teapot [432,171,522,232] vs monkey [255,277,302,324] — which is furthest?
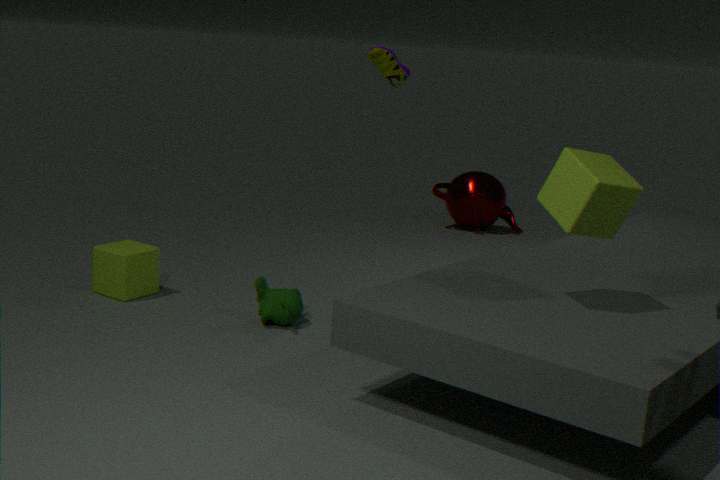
teapot [432,171,522,232]
